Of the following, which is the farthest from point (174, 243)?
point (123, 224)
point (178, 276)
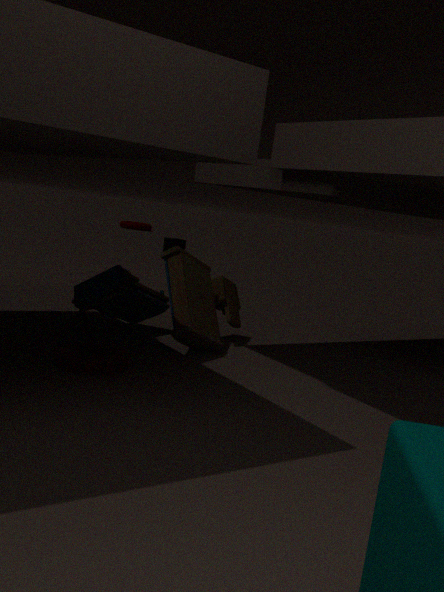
point (178, 276)
